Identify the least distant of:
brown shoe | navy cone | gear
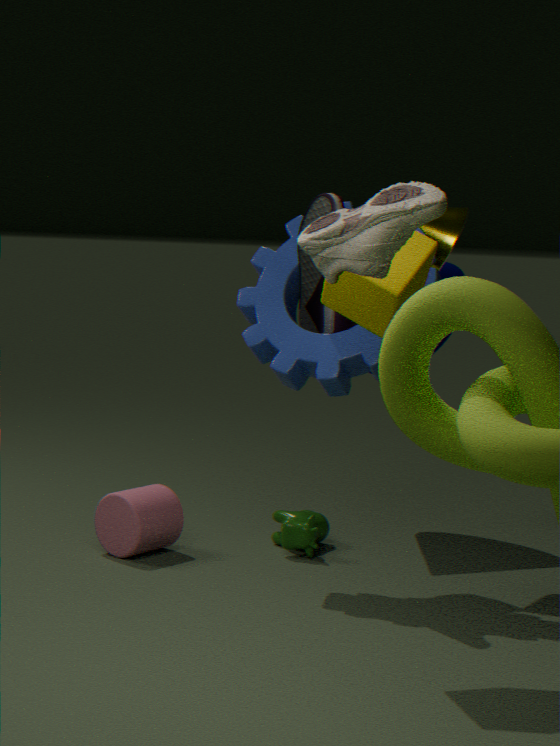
brown shoe
